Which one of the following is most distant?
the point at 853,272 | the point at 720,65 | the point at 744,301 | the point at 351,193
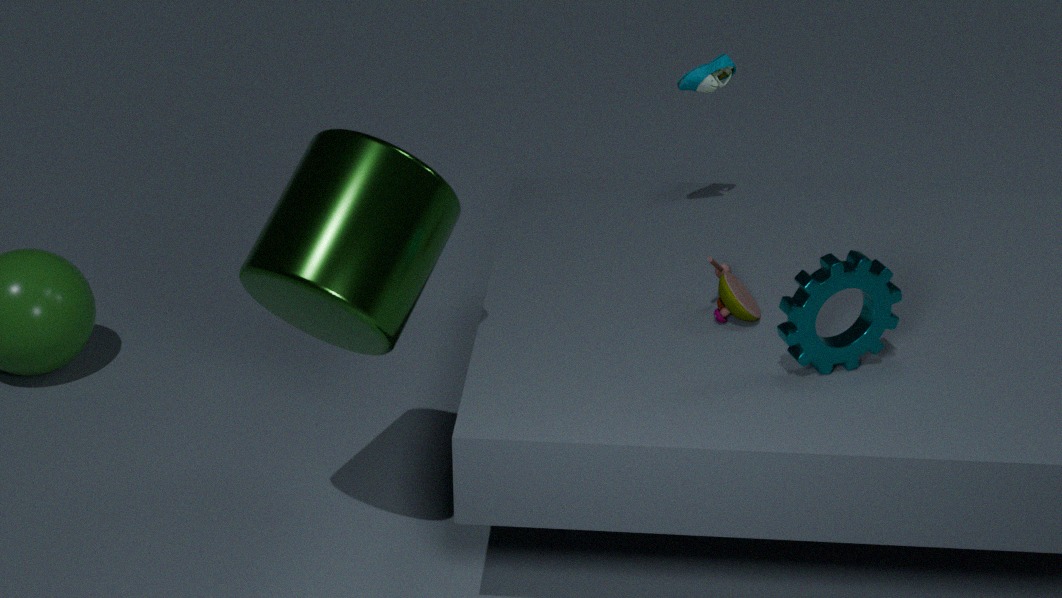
the point at 720,65
